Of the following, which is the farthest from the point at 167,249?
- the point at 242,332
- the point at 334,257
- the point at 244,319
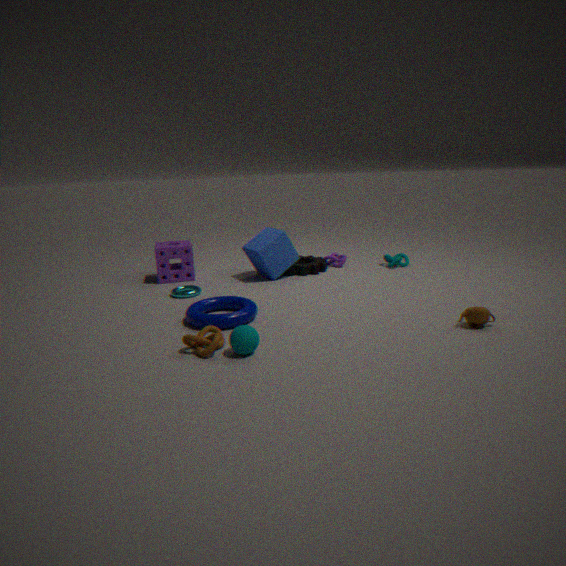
the point at 242,332
